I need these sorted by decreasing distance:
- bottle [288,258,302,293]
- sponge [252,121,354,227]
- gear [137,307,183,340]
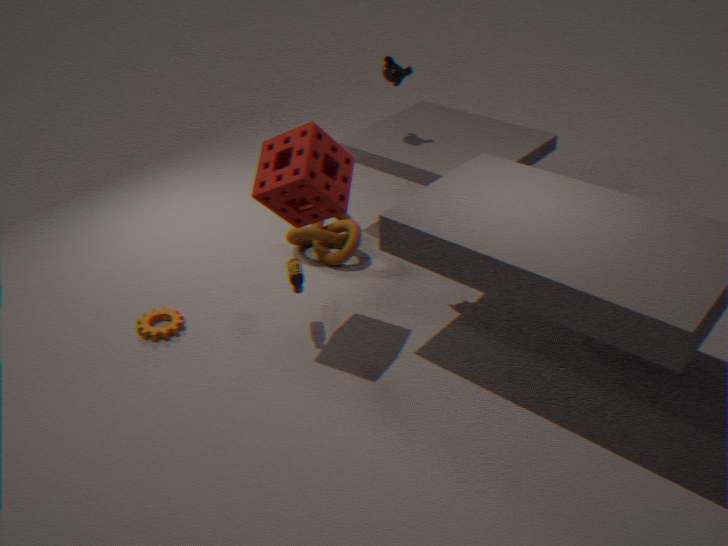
1. gear [137,307,183,340]
2. bottle [288,258,302,293]
3. sponge [252,121,354,227]
